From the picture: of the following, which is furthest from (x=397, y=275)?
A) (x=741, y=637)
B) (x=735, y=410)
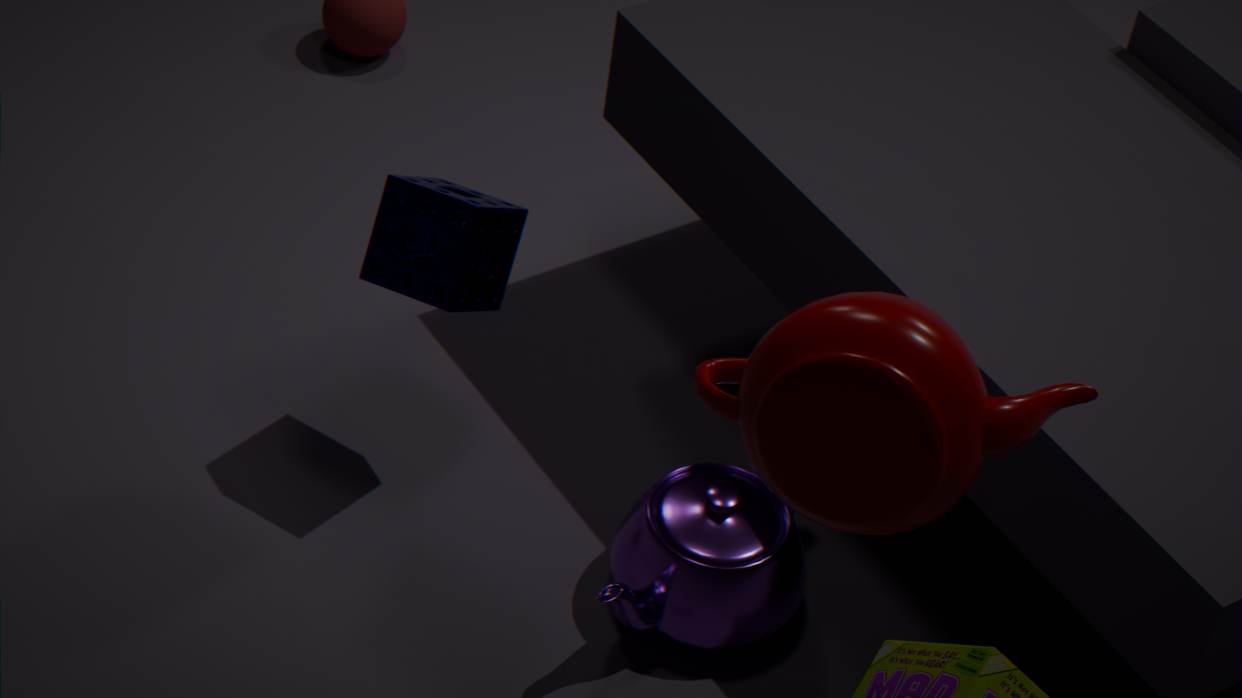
(x=735, y=410)
